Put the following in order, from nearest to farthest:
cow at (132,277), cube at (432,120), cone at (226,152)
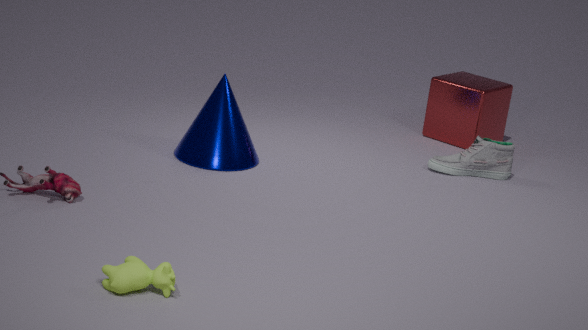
cow at (132,277)
cone at (226,152)
cube at (432,120)
